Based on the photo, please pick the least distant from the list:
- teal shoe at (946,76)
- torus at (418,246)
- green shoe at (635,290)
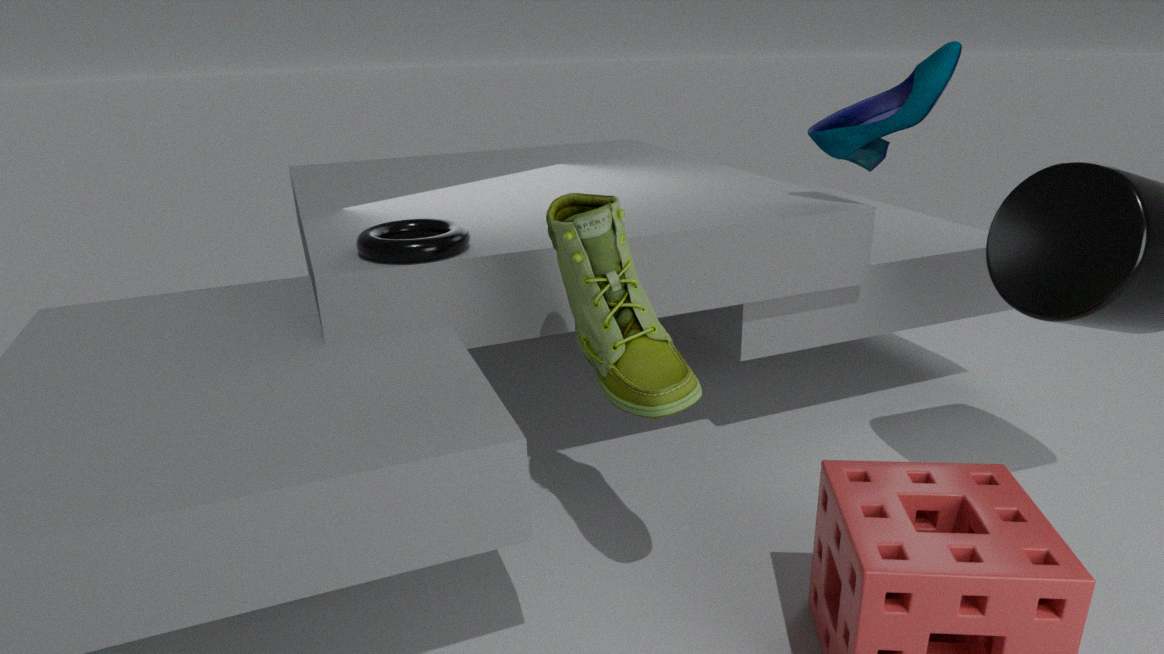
green shoe at (635,290)
